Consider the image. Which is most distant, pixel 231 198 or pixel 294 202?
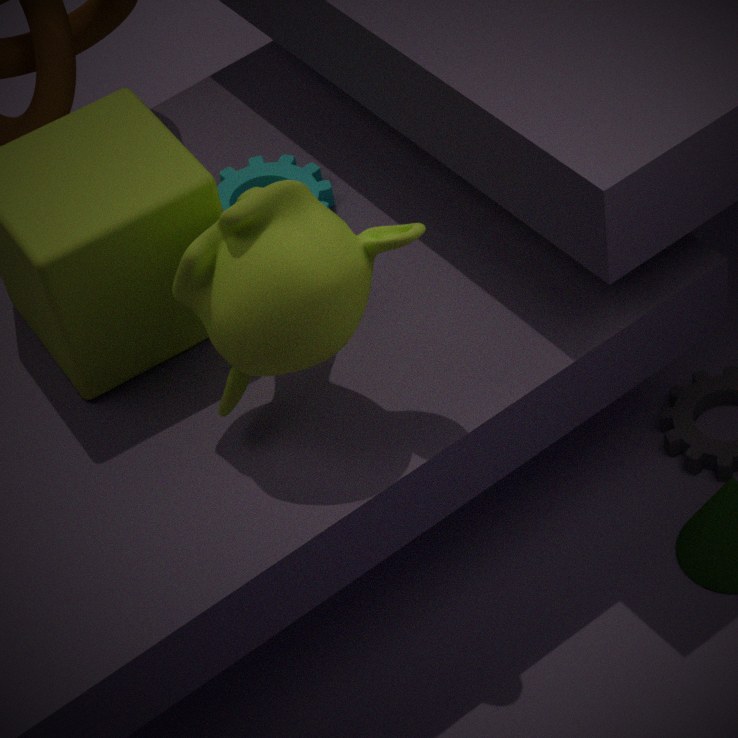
pixel 231 198
